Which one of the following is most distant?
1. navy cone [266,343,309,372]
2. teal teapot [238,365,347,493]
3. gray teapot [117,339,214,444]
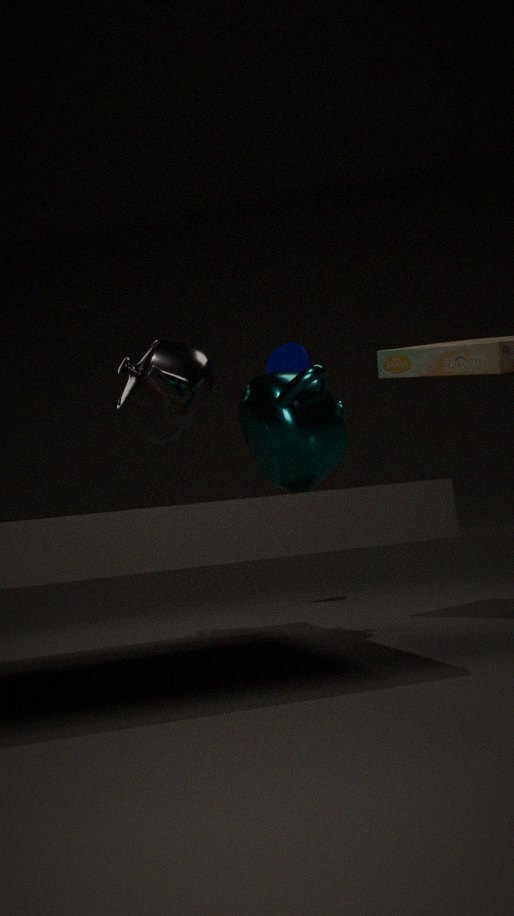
navy cone [266,343,309,372]
